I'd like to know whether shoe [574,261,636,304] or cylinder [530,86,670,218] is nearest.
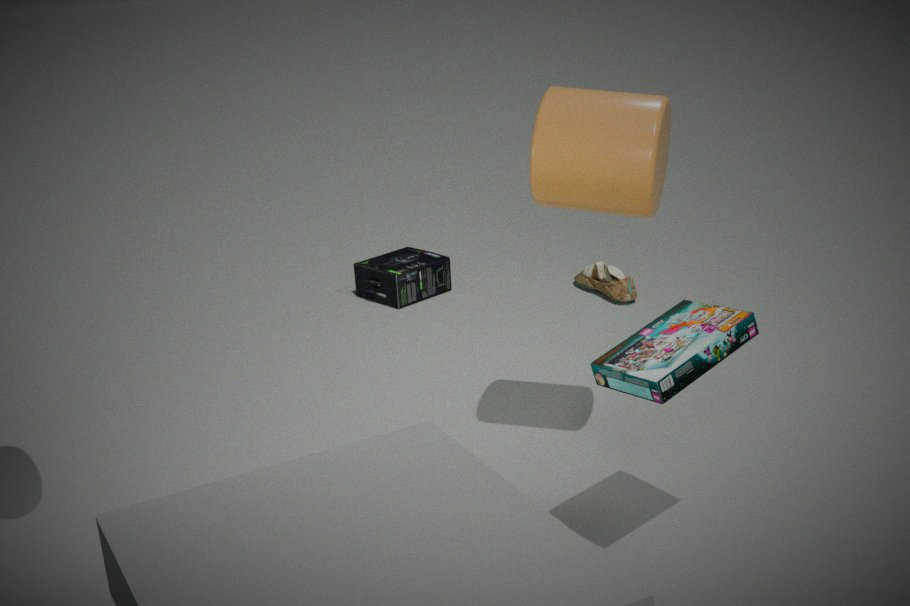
cylinder [530,86,670,218]
